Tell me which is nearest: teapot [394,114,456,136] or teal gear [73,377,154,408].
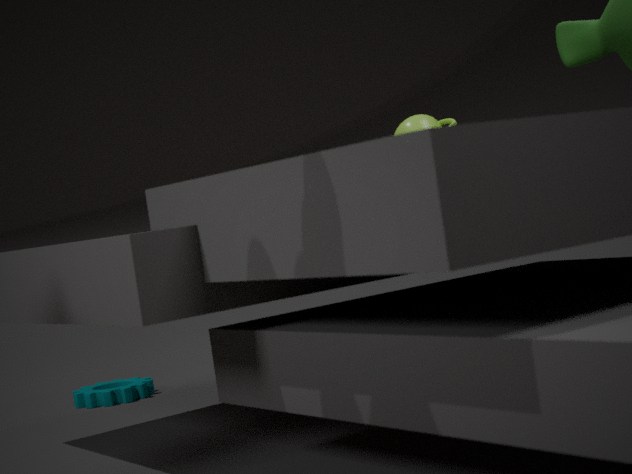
teapot [394,114,456,136]
